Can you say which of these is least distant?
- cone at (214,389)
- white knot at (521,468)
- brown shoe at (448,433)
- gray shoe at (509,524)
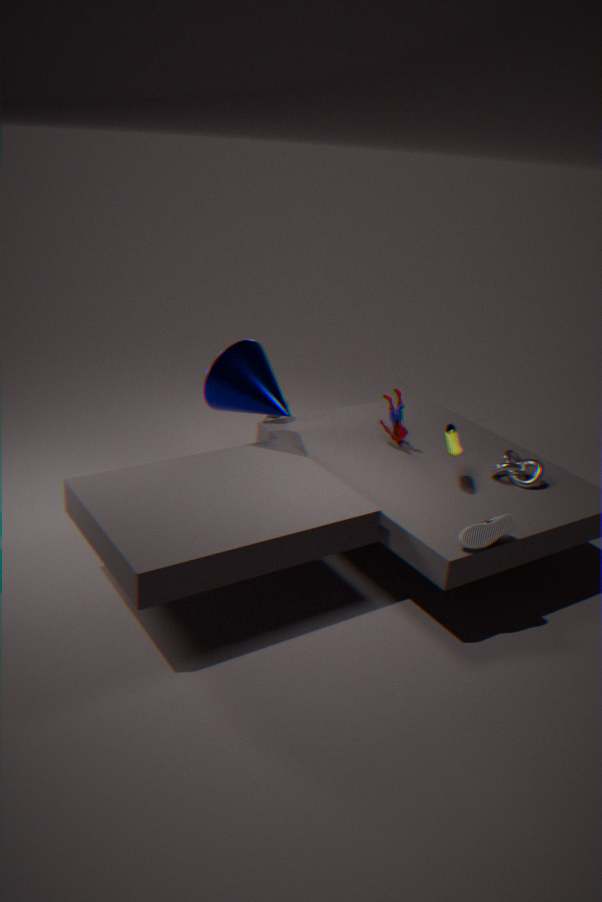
gray shoe at (509,524)
